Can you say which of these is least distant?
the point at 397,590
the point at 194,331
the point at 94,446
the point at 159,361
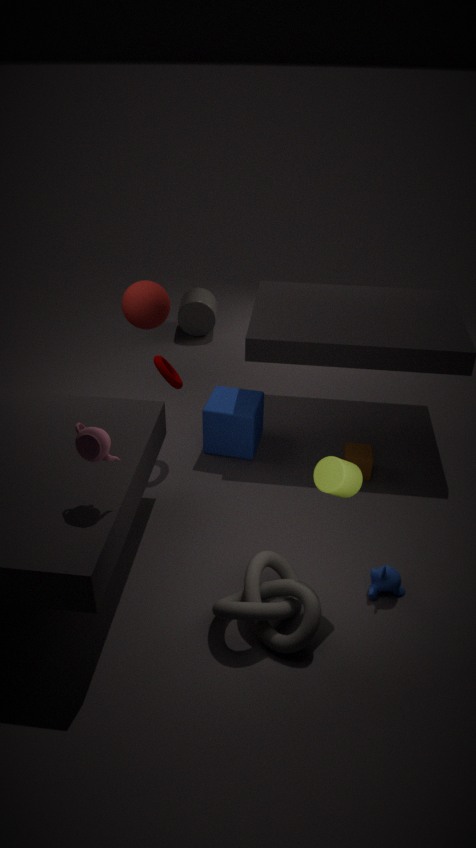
the point at 94,446
